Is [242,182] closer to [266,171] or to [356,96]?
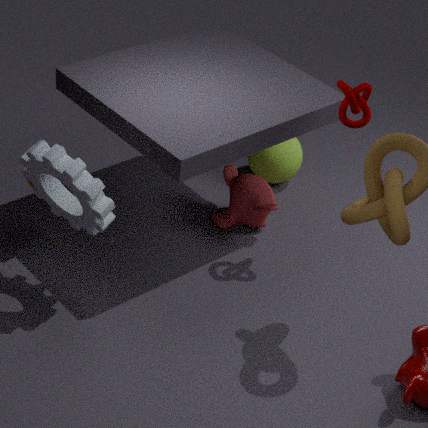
[266,171]
